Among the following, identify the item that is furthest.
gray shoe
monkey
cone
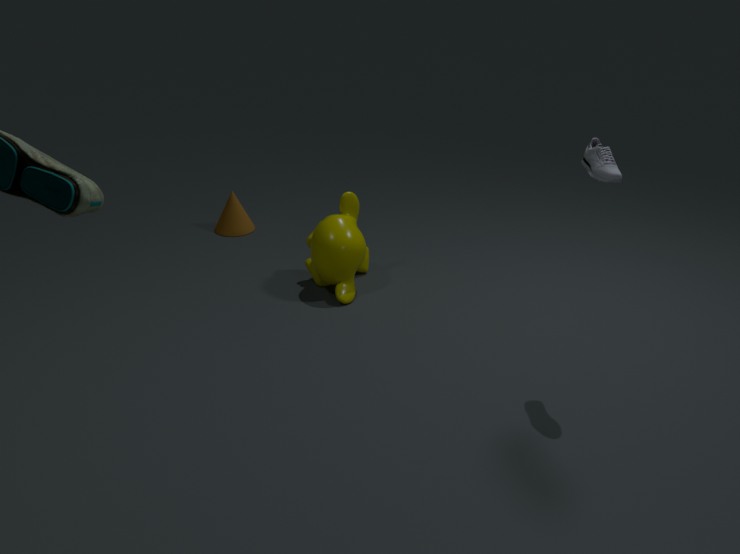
cone
